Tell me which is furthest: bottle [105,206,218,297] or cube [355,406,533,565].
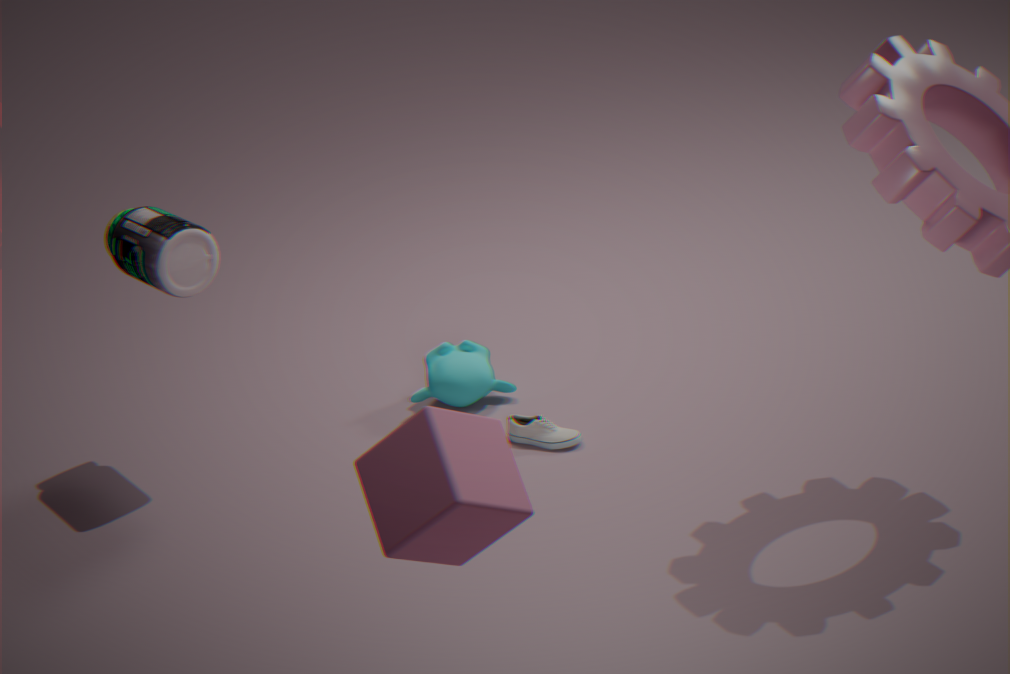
bottle [105,206,218,297]
